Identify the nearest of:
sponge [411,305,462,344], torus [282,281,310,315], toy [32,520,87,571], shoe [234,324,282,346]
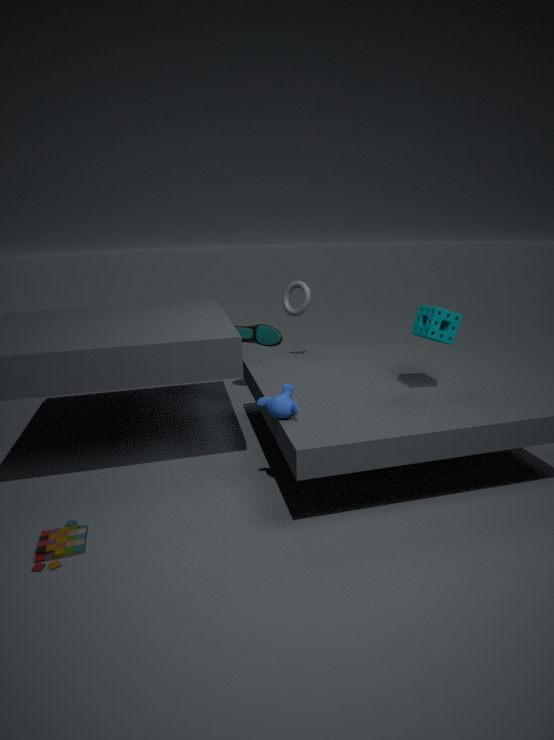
toy [32,520,87,571]
